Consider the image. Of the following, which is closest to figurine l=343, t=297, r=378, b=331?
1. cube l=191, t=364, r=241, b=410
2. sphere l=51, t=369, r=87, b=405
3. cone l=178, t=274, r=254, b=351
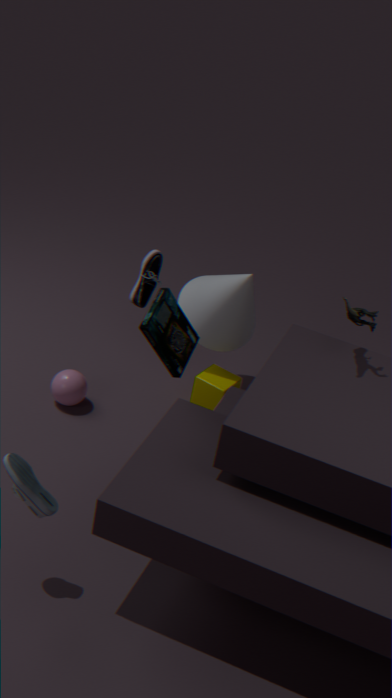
cone l=178, t=274, r=254, b=351
